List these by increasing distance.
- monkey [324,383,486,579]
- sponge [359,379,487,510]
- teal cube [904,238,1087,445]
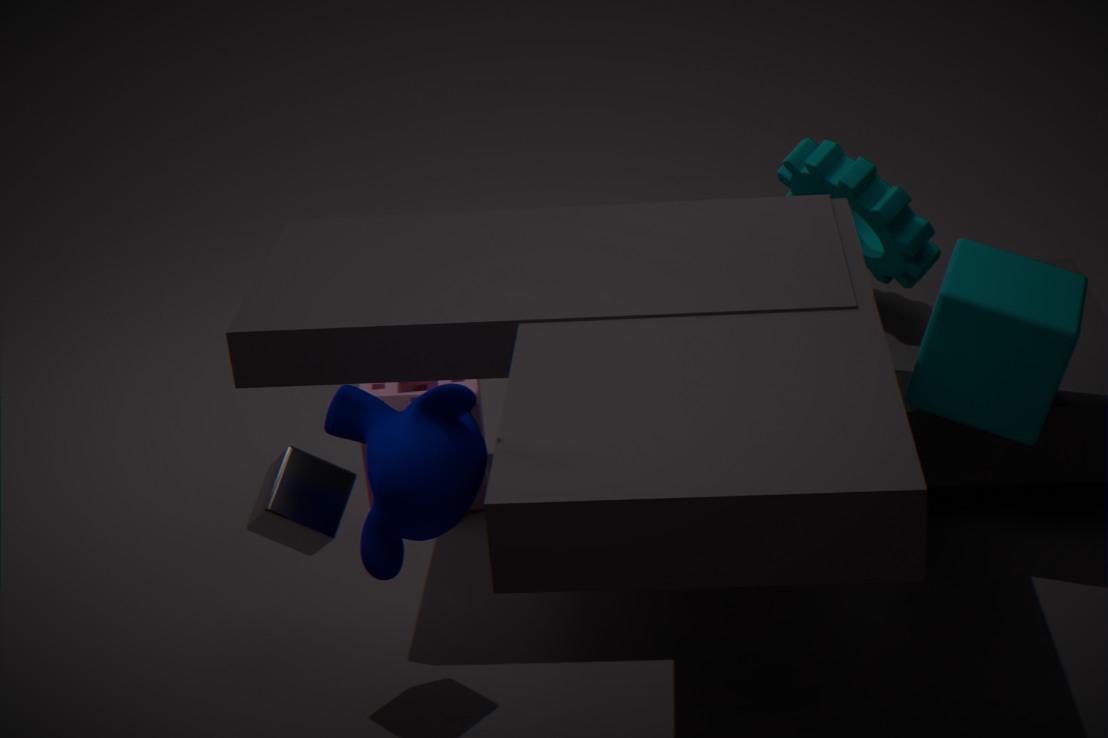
monkey [324,383,486,579] → teal cube [904,238,1087,445] → sponge [359,379,487,510]
